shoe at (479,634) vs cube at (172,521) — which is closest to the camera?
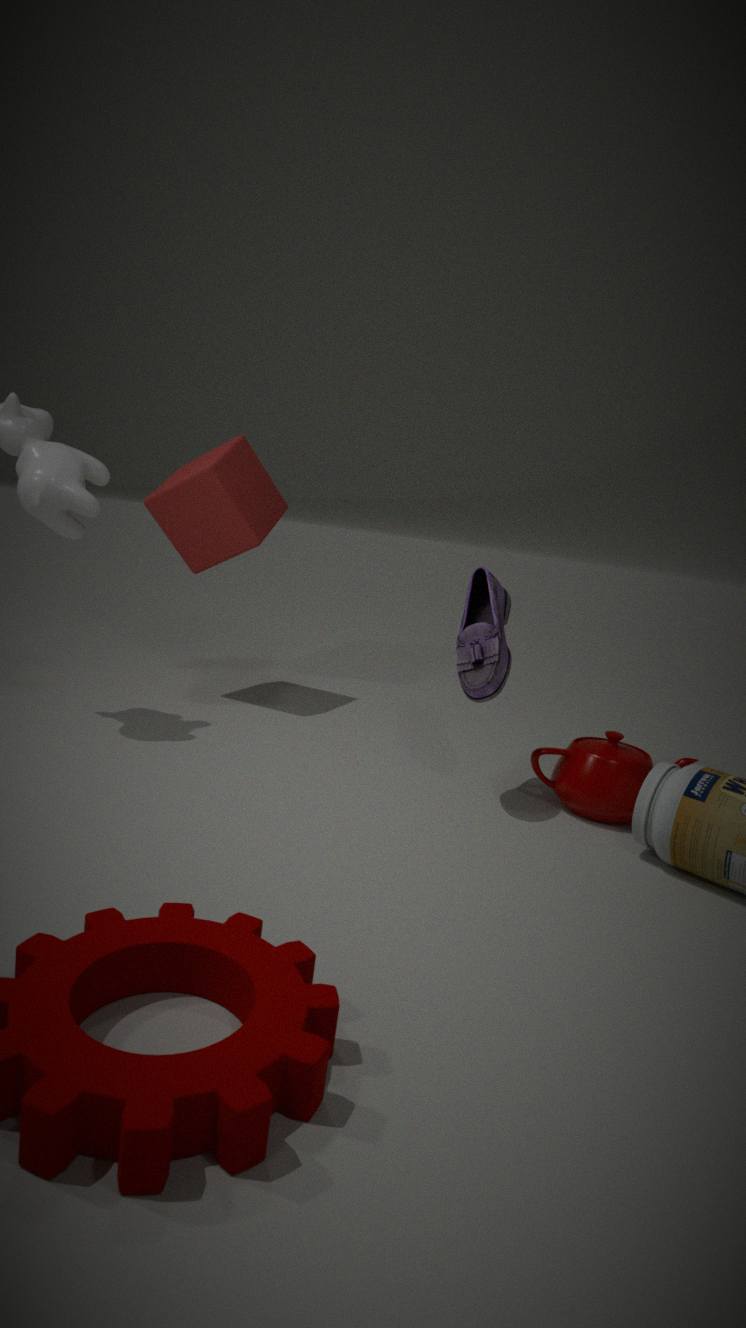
shoe at (479,634)
